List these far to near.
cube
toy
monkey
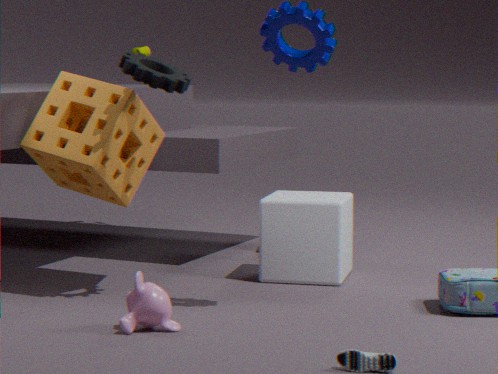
toy → cube → monkey
